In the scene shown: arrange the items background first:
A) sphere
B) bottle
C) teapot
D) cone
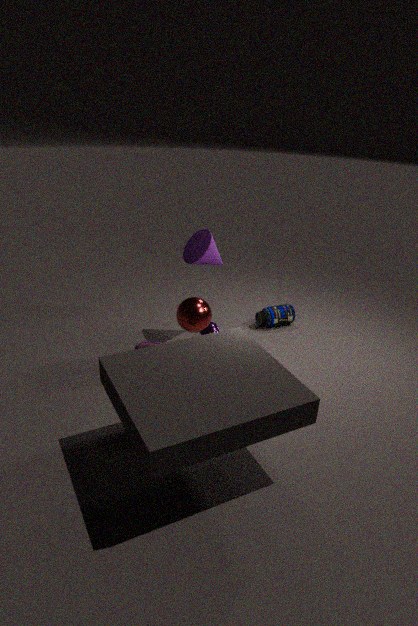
Answer: bottle
teapot
cone
sphere
